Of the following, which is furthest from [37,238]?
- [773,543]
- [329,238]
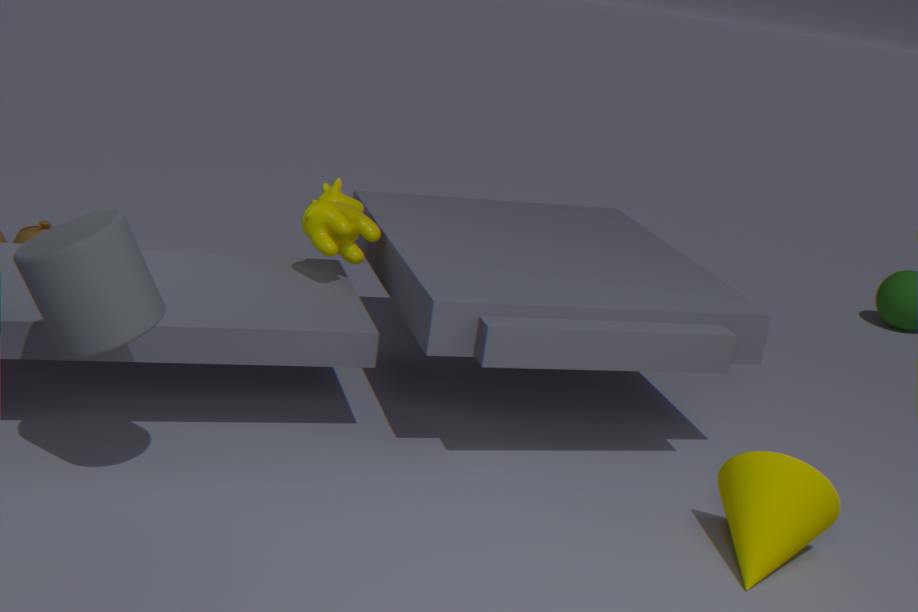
[773,543]
